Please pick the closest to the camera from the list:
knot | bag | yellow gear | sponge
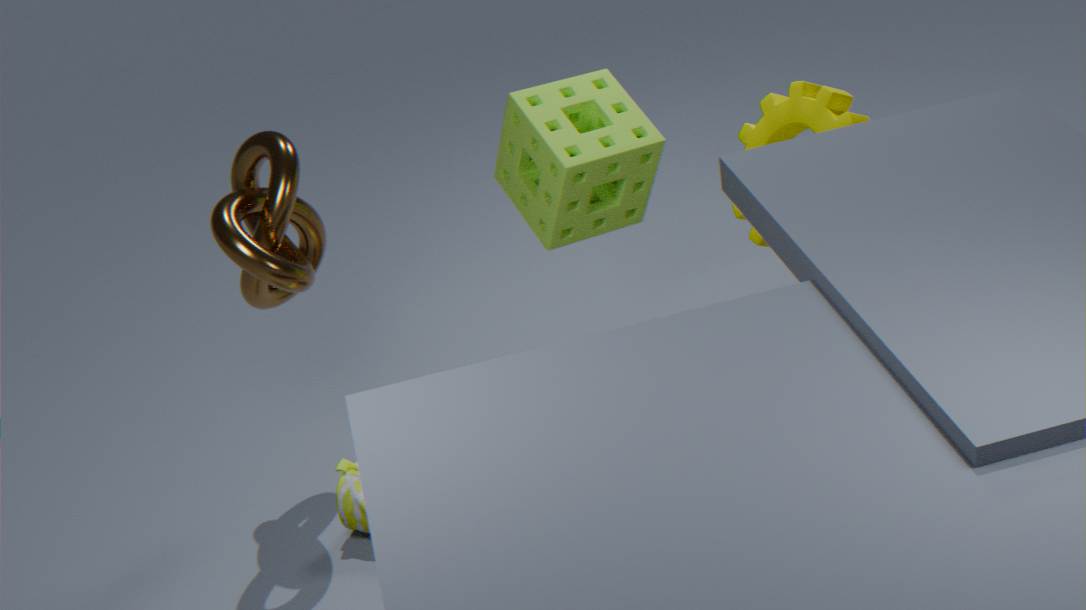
knot
